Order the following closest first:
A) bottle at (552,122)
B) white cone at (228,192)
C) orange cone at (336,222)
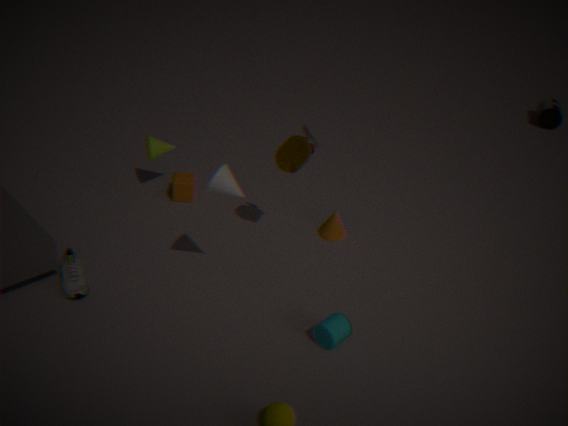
white cone at (228,192), orange cone at (336,222), bottle at (552,122)
